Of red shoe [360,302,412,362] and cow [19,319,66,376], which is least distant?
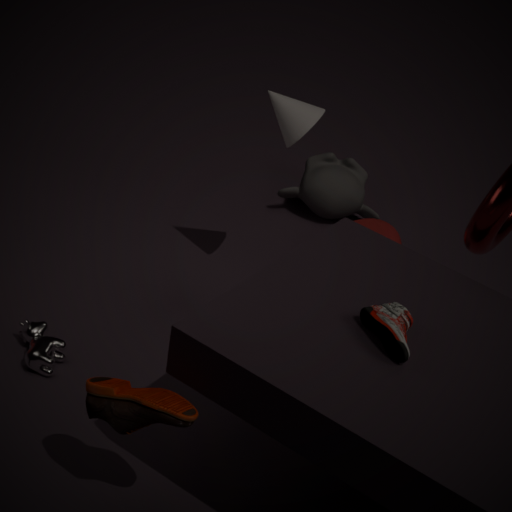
red shoe [360,302,412,362]
